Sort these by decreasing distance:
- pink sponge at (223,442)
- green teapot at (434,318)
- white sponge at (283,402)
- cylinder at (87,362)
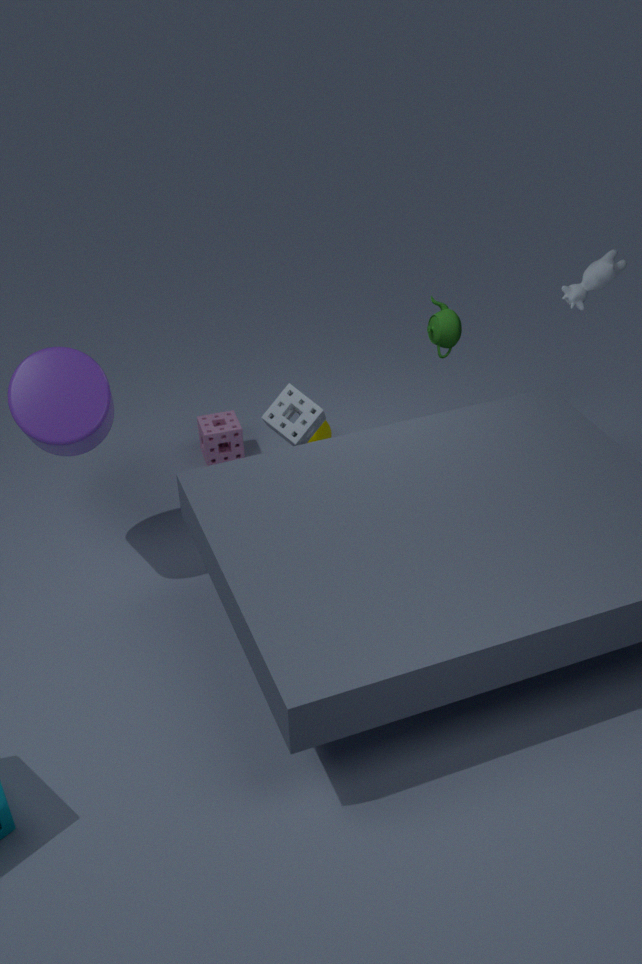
pink sponge at (223,442)
green teapot at (434,318)
white sponge at (283,402)
cylinder at (87,362)
